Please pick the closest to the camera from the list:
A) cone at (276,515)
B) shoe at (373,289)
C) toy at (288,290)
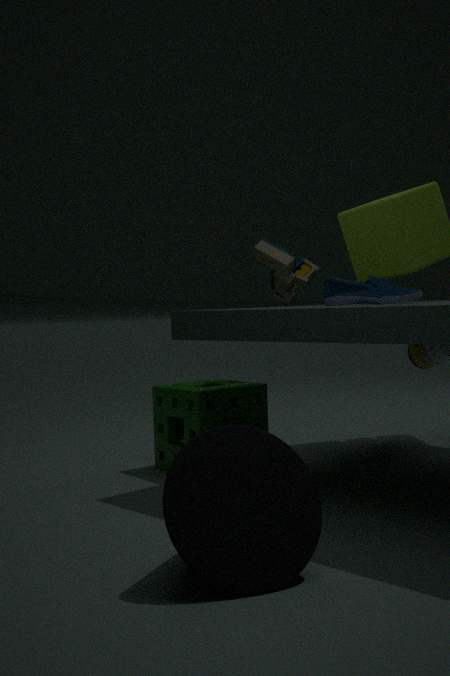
cone at (276,515)
